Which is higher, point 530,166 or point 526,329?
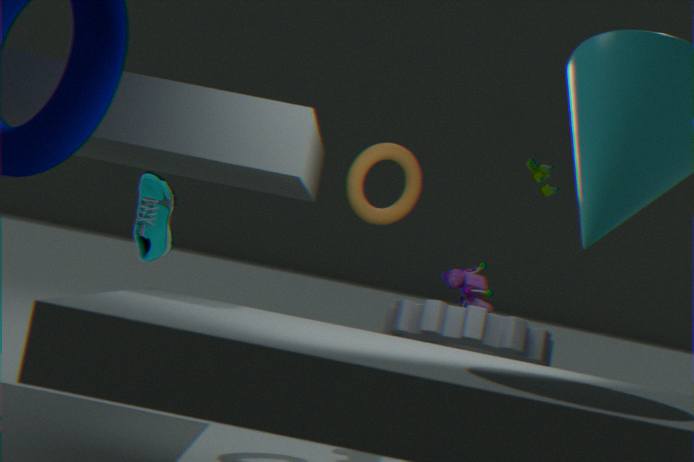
point 530,166
